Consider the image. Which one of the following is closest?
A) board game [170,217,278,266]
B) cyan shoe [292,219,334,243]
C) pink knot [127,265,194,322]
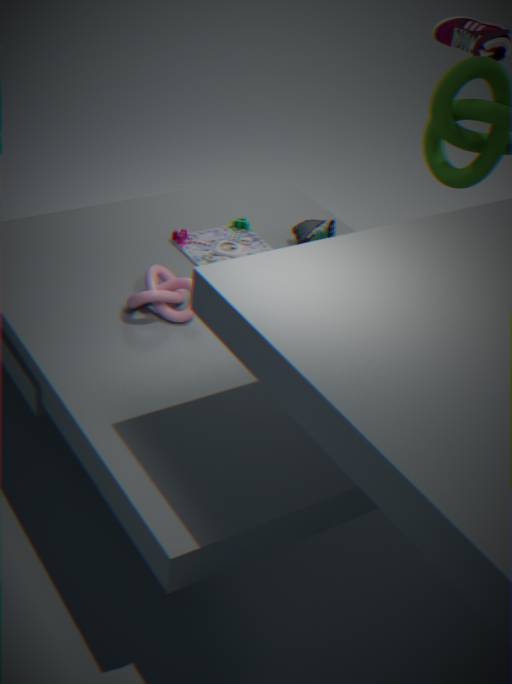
pink knot [127,265,194,322]
